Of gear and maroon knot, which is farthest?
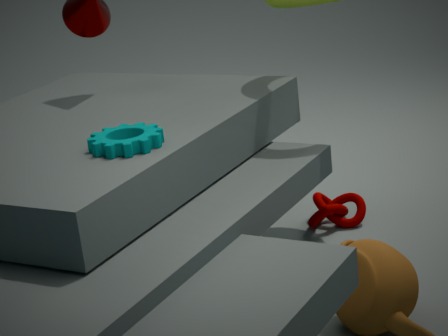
maroon knot
